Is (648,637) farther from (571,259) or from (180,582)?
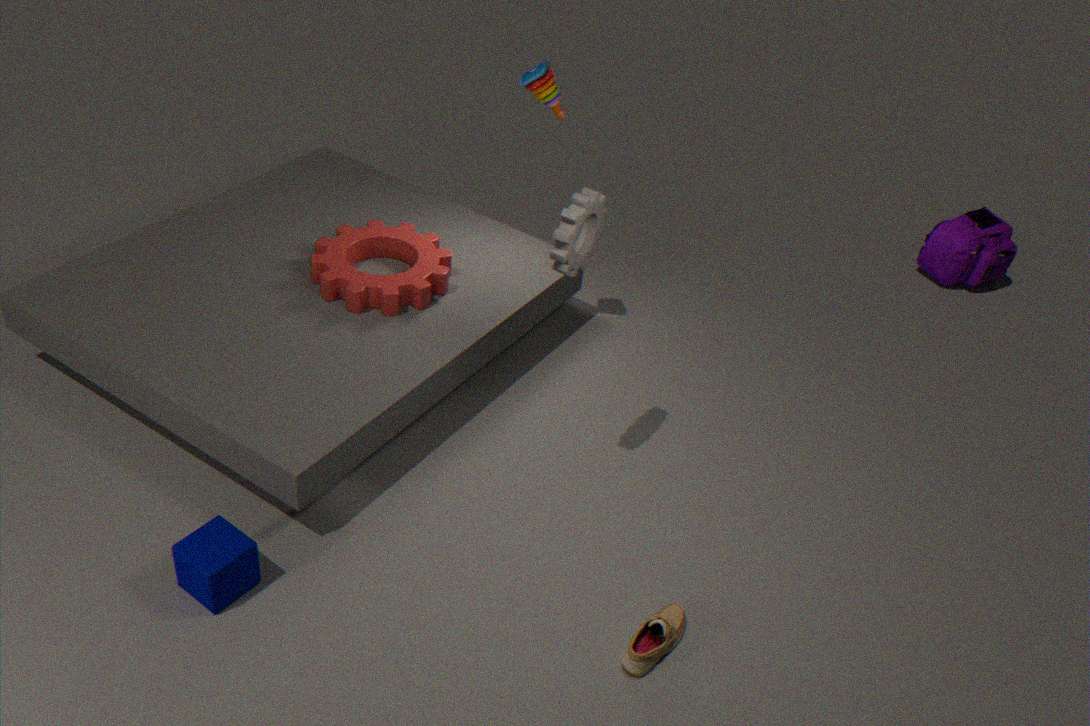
(180,582)
